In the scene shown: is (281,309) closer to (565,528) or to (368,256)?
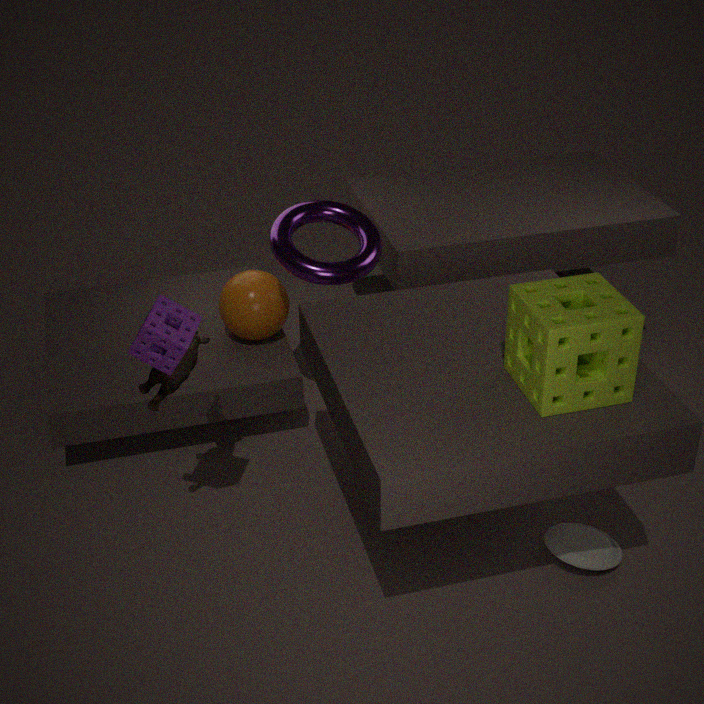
(368,256)
